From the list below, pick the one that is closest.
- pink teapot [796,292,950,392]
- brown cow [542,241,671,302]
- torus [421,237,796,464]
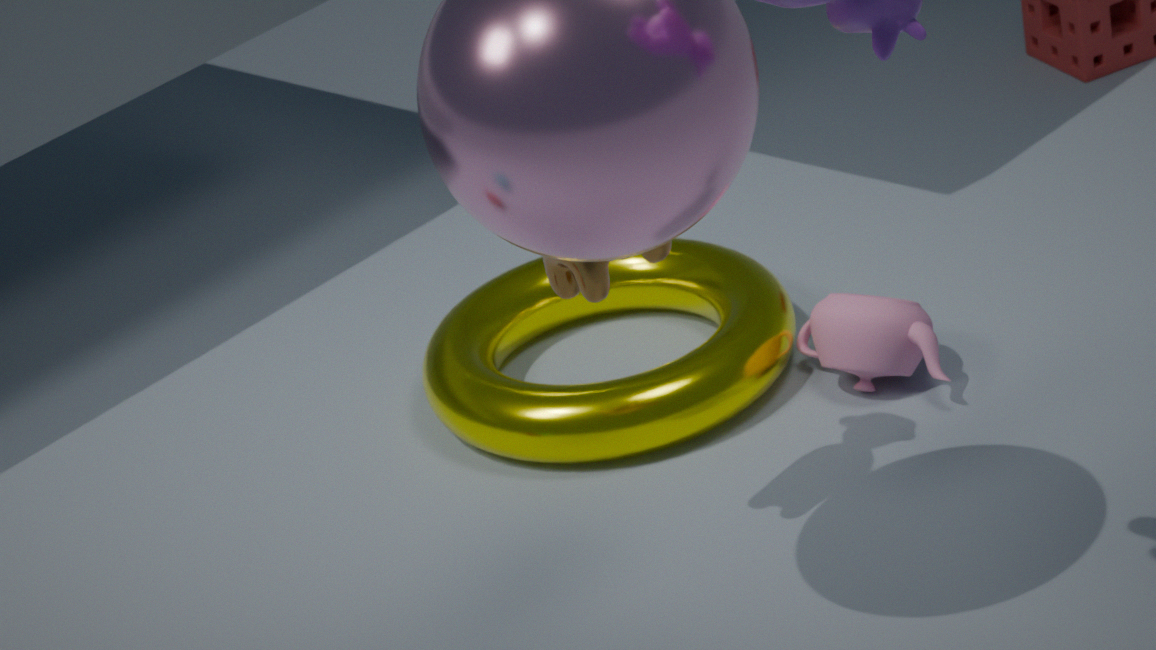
brown cow [542,241,671,302]
